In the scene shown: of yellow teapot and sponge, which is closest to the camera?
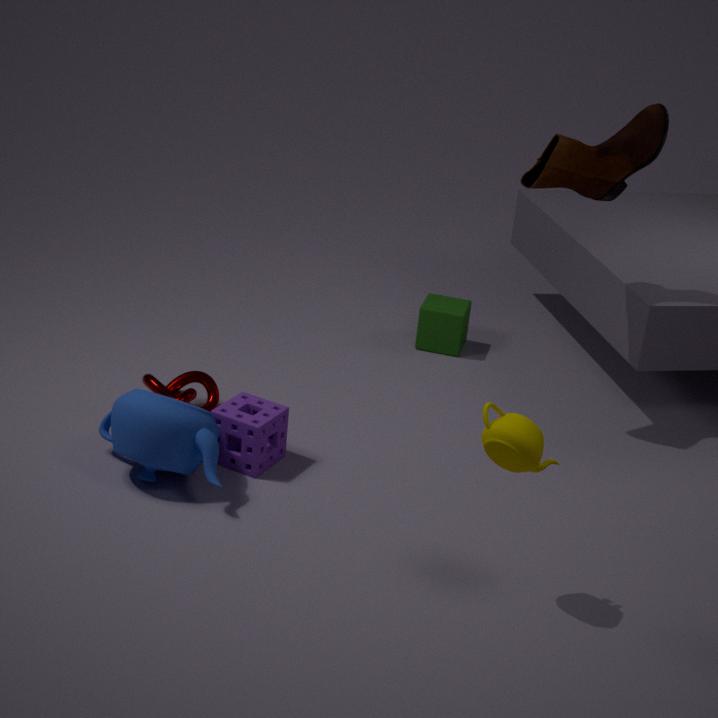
yellow teapot
